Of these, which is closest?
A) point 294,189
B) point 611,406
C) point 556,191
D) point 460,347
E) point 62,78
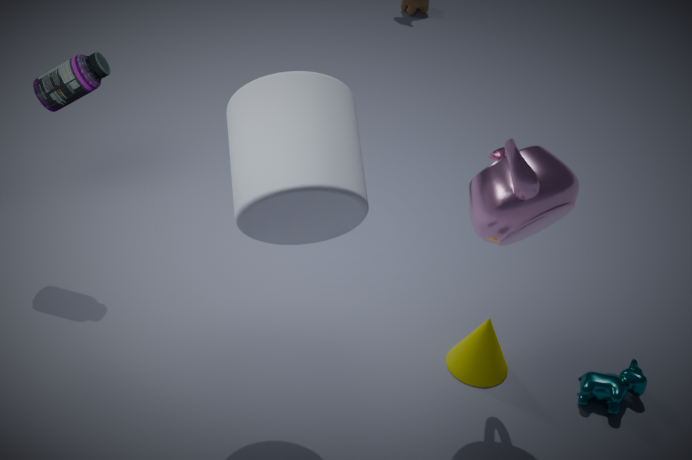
point 294,189
